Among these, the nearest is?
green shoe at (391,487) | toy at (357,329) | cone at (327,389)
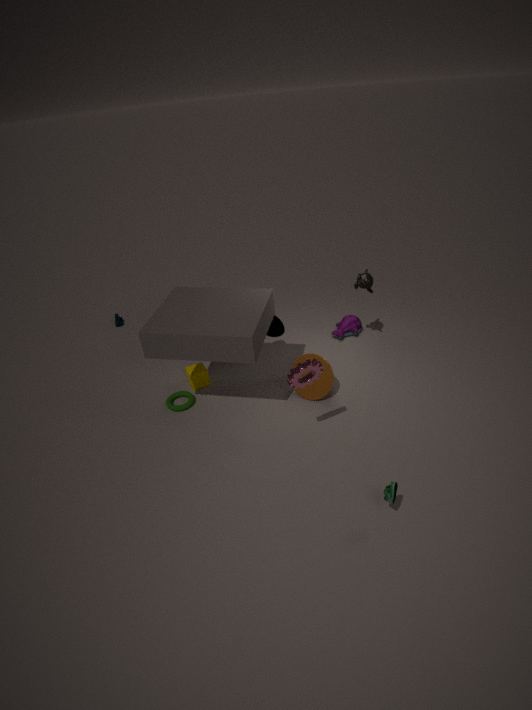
green shoe at (391,487)
